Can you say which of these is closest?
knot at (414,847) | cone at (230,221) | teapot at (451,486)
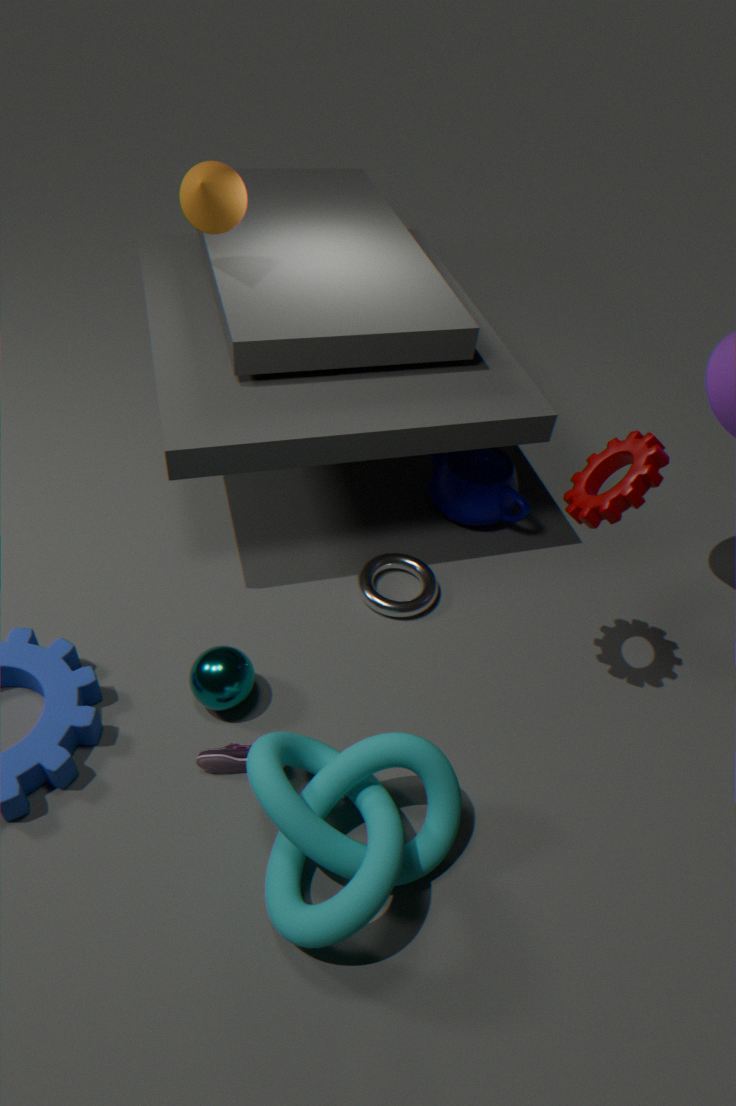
knot at (414,847)
